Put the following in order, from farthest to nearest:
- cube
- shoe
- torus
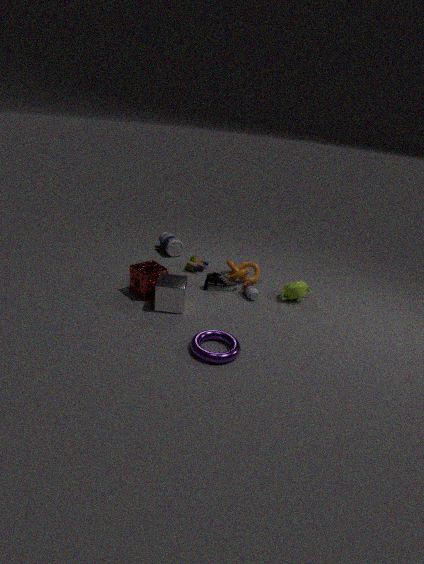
shoe, cube, torus
